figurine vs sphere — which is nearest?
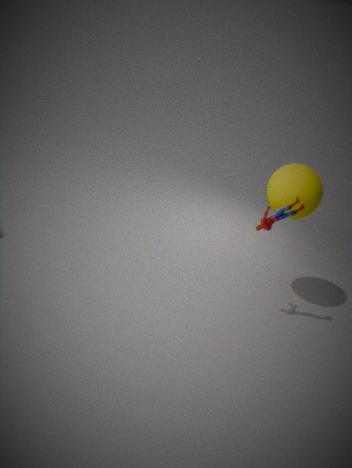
figurine
